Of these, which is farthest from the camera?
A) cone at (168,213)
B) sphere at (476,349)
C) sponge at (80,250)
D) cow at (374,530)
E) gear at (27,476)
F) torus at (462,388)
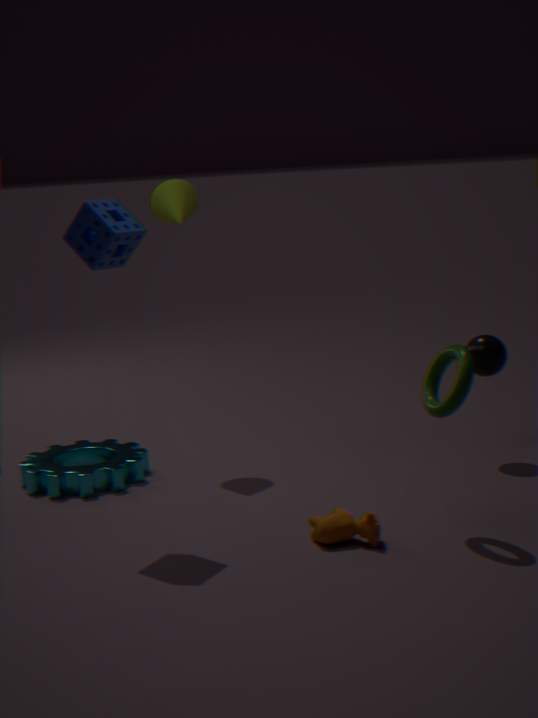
cone at (168,213)
